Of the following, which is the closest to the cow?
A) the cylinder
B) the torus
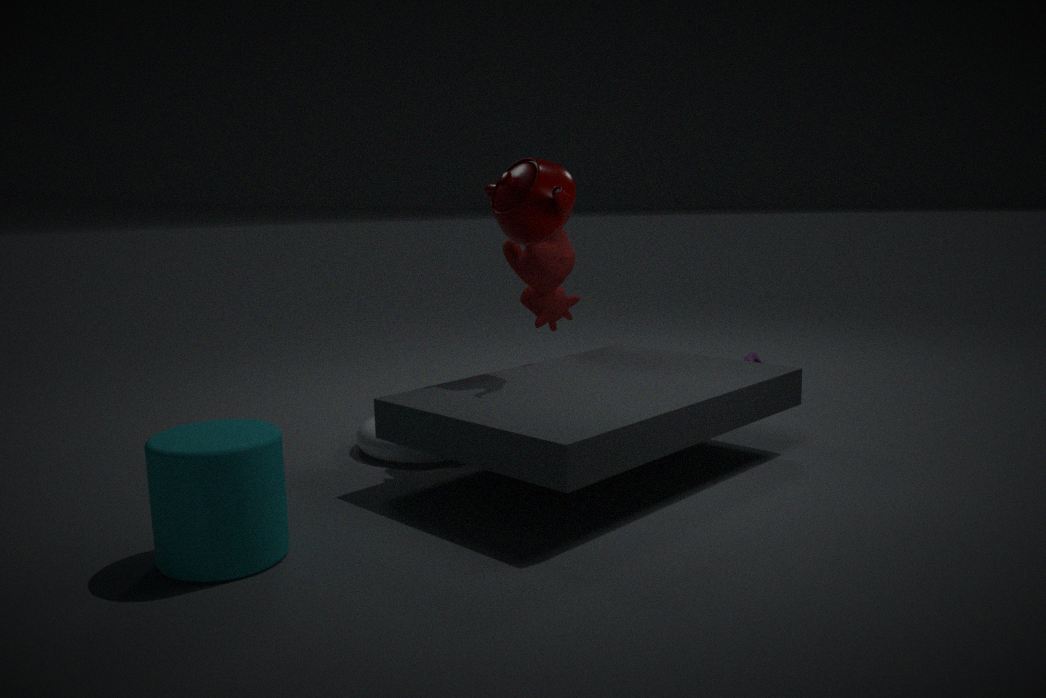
the torus
